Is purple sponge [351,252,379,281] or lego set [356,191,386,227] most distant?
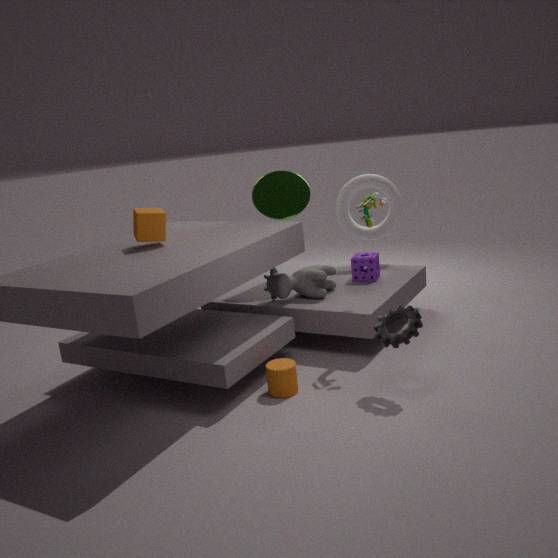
purple sponge [351,252,379,281]
